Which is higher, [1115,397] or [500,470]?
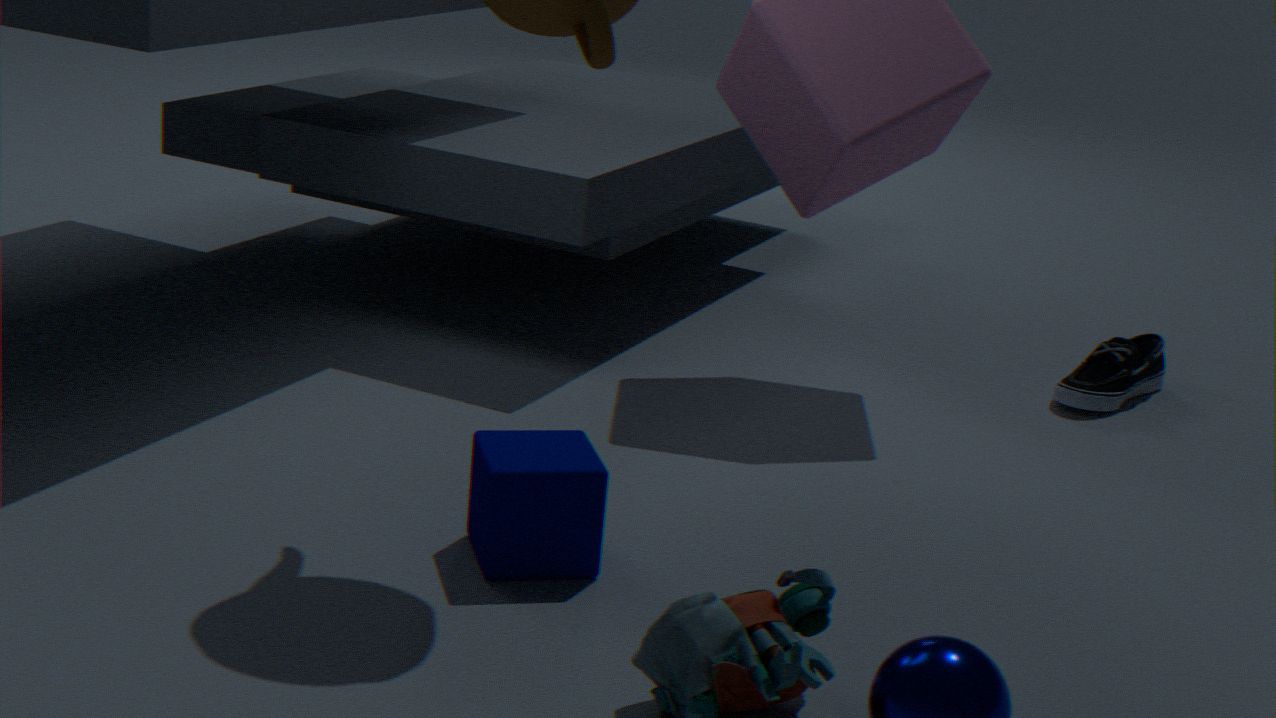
[500,470]
